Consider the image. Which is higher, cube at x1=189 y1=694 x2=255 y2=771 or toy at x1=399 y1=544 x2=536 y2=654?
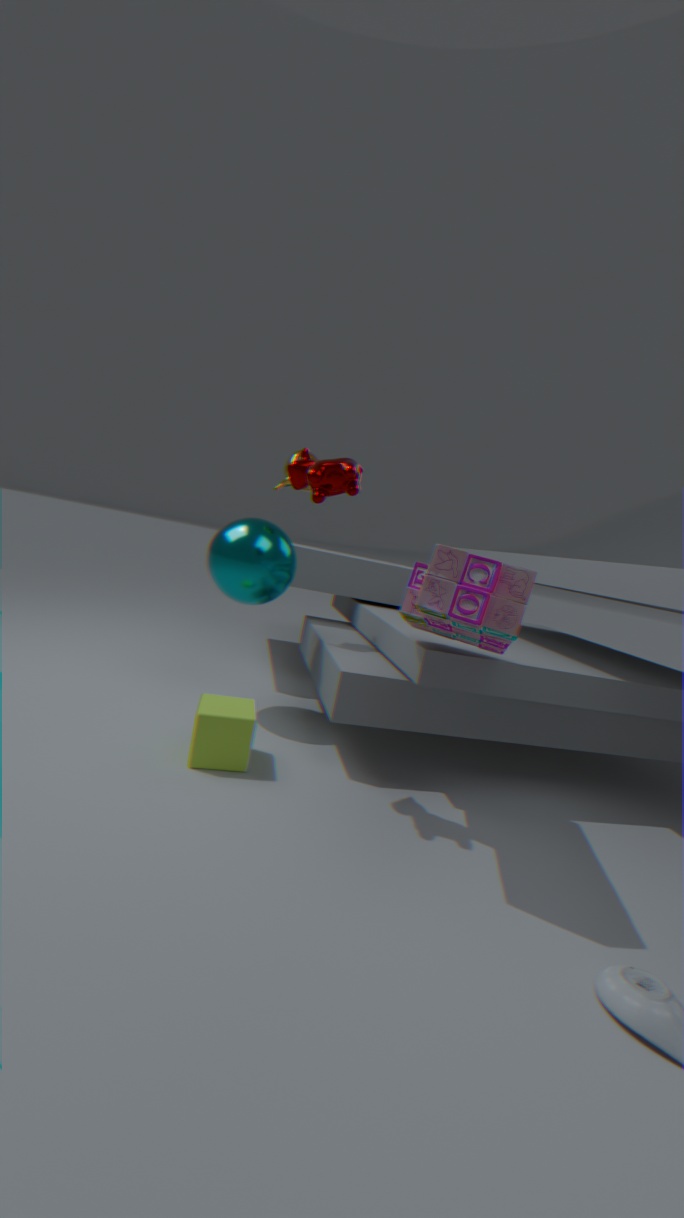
toy at x1=399 y1=544 x2=536 y2=654
